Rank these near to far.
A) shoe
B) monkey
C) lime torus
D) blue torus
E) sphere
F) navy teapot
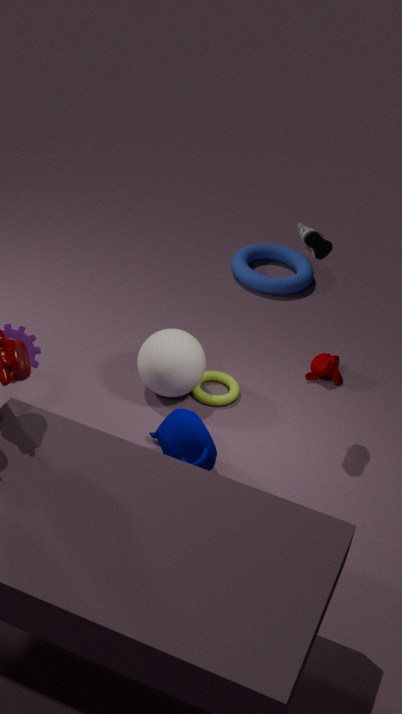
1. navy teapot
2. shoe
3. sphere
4. lime torus
5. monkey
6. blue torus
